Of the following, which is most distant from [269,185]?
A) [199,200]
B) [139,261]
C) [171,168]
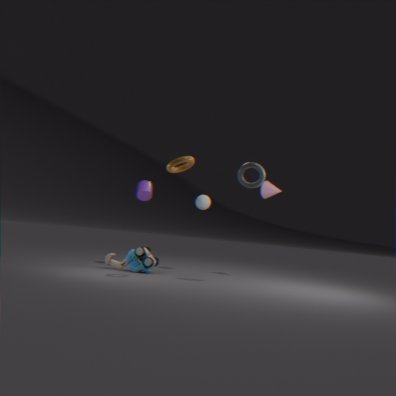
[139,261]
